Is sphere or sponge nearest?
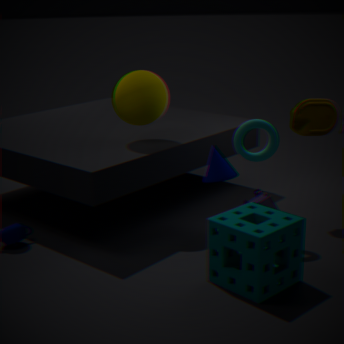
sponge
